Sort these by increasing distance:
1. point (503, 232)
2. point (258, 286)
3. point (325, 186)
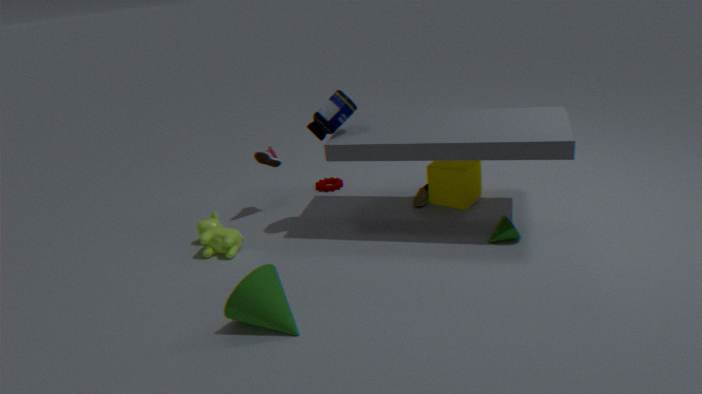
point (258, 286), point (503, 232), point (325, 186)
